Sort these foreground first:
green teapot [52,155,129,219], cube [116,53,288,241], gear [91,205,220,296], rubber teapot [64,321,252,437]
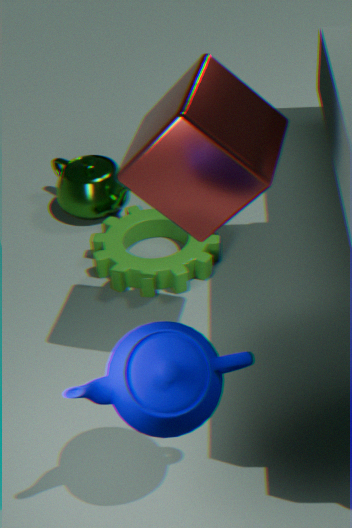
rubber teapot [64,321,252,437] → cube [116,53,288,241] → gear [91,205,220,296] → green teapot [52,155,129,219]
